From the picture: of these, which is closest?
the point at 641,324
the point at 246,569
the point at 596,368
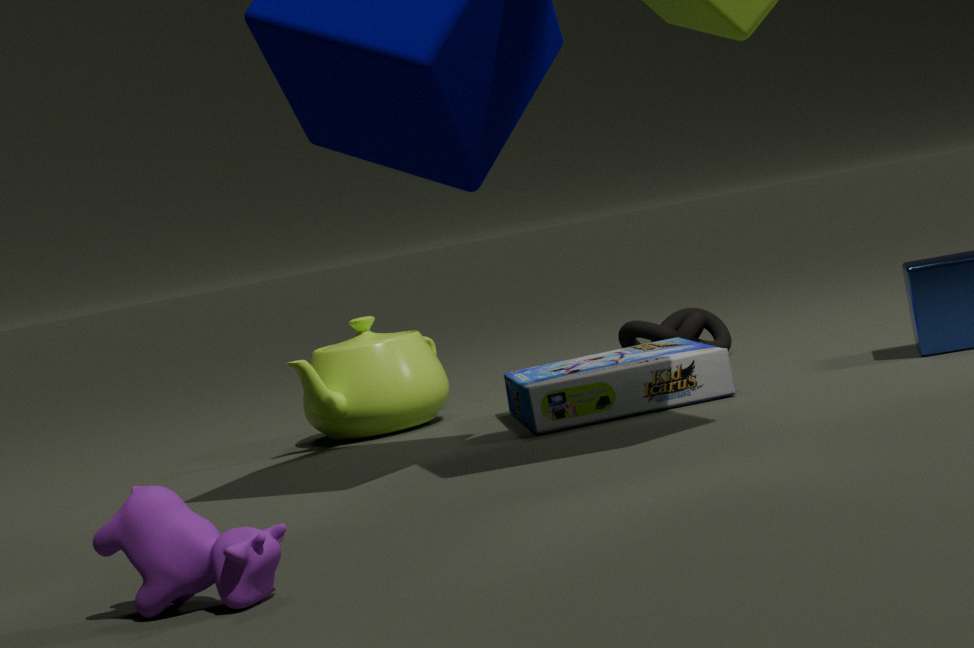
the point at 246,569
